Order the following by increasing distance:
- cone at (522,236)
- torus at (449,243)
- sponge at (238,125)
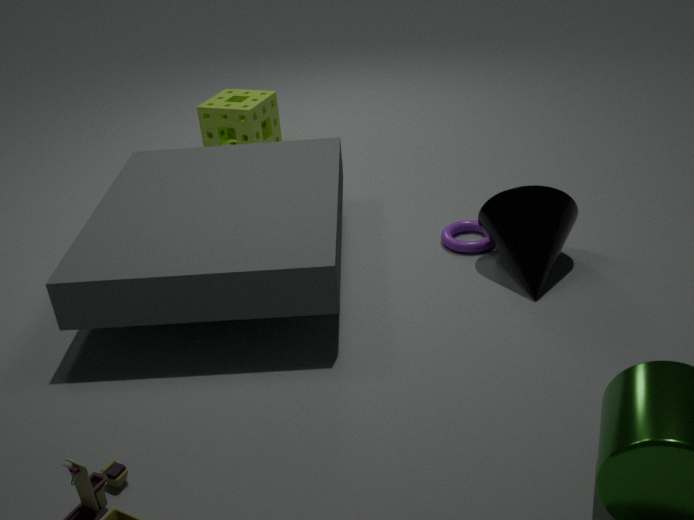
cone at (522,236), torus at (449,243), sponge at (238,125)
